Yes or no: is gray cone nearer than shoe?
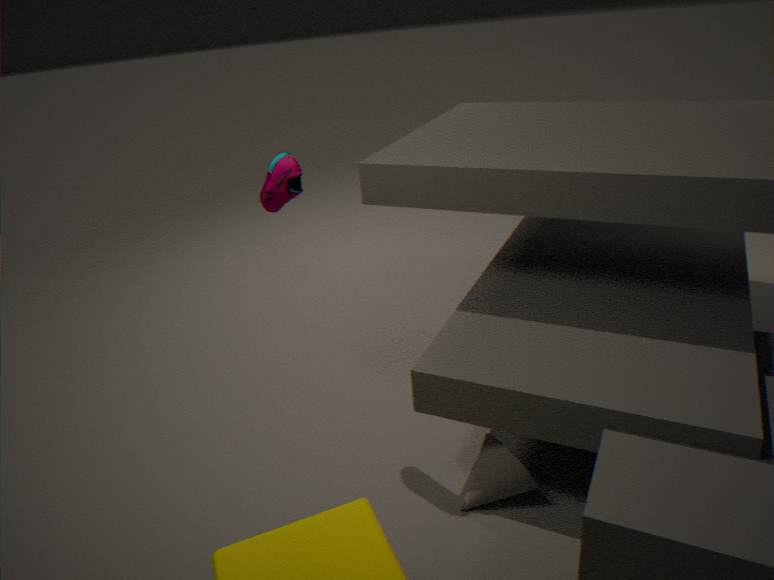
No
